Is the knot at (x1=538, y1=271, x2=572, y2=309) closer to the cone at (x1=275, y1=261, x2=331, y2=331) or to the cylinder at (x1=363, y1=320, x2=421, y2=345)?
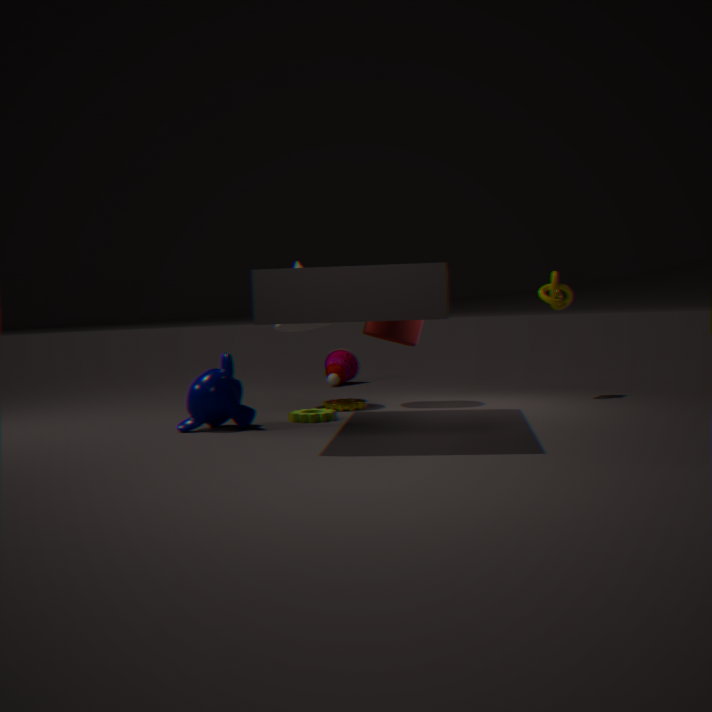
the cylinder at (x1=363, y1=320, x2=421, y2=345)
